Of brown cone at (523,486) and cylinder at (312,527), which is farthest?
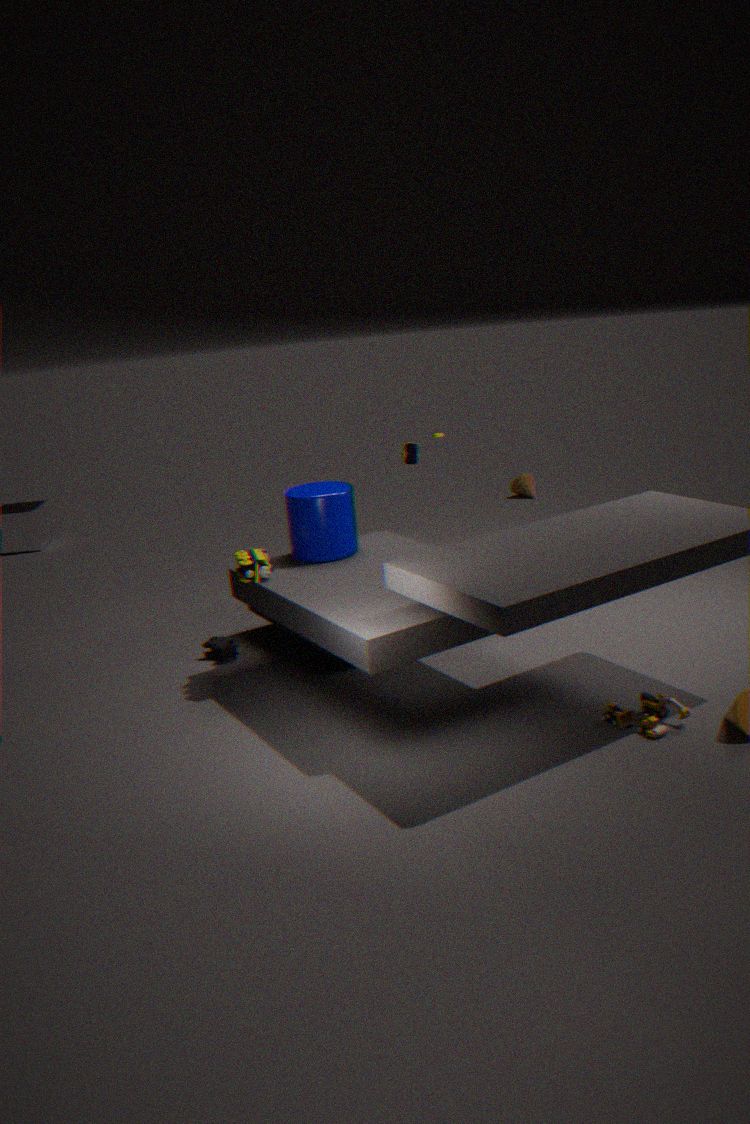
brown cone at (523,486)
